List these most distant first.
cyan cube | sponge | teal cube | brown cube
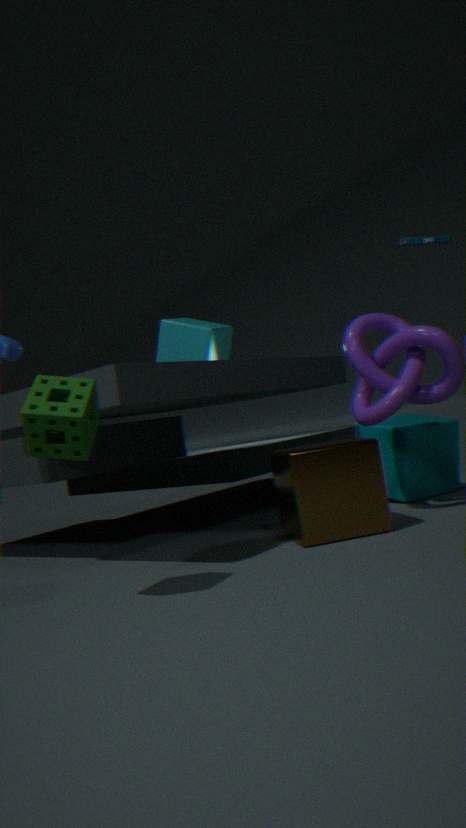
cyan cube
teal cube
brown cube
sponge
